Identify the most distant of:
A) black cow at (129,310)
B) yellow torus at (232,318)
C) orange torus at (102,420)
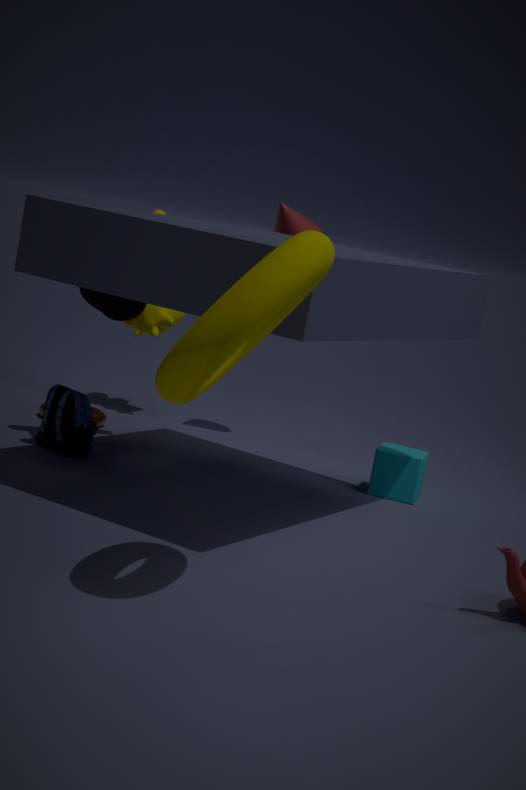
orange torus at (102,420)
